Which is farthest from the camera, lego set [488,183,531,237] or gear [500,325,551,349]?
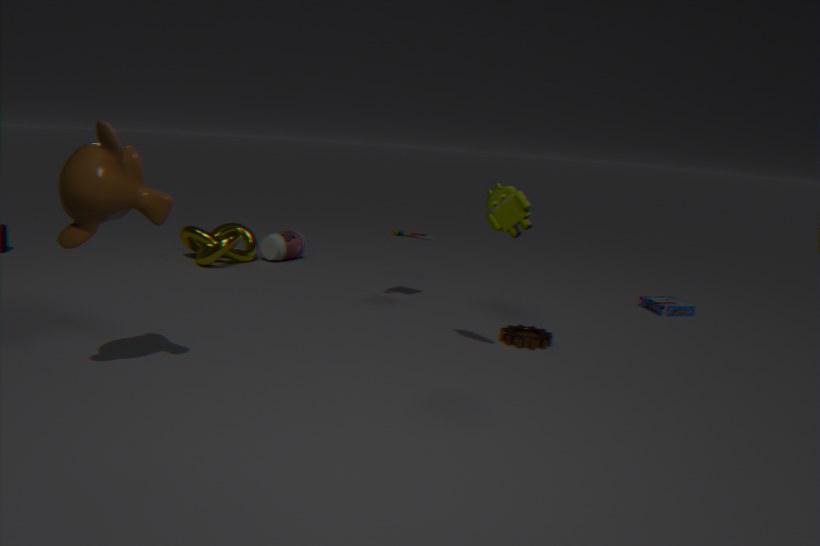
gear [500,325,551,349]
